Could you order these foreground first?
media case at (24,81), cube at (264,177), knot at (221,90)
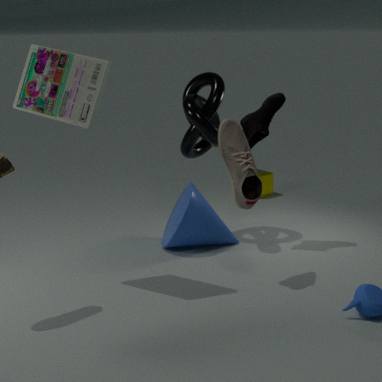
media case at (24,81) < knot at (221,90) < cube at (264,177)
